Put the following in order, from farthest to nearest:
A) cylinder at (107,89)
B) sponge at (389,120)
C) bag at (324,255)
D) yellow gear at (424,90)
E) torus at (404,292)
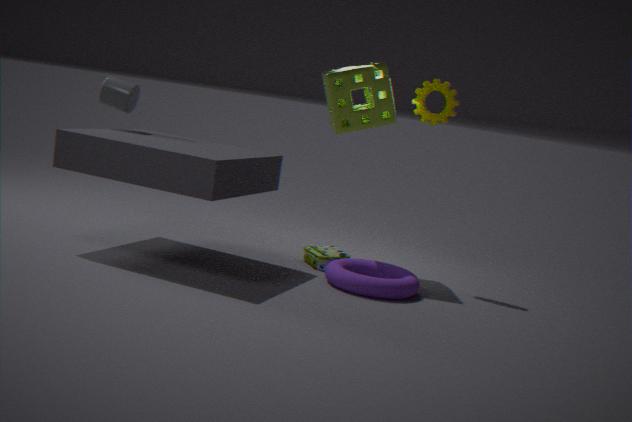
bag at (324,255), yellow gear at (424,90), cylinder at (107,89), sponge at (389,120), torus at (404,292)
